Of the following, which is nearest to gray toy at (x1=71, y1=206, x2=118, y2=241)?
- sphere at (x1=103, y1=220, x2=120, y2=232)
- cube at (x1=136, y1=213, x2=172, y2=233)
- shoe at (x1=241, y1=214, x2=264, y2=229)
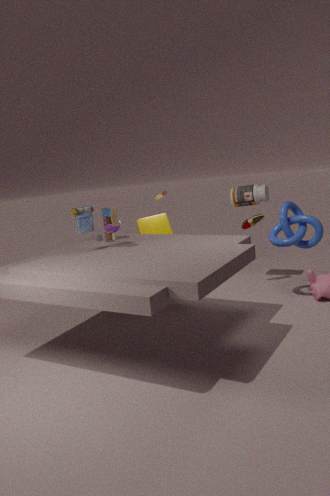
sphere at (x1=103, y1=220, x2=120, y2=232)
